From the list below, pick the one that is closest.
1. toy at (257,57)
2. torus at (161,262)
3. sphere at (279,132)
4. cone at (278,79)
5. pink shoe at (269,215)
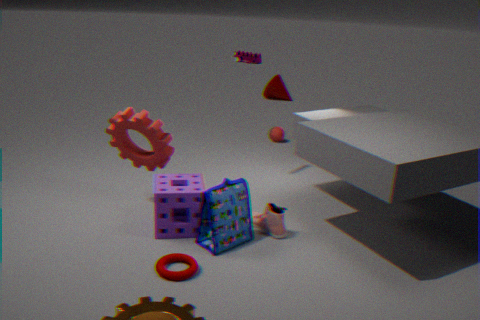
torus at (161,262)
